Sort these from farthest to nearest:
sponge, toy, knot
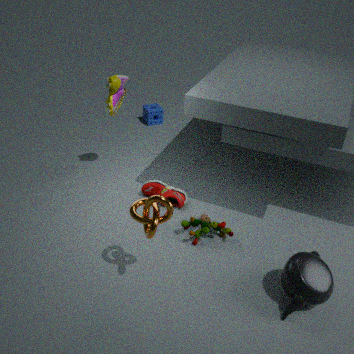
1. sponge
2. toy
3. knot
